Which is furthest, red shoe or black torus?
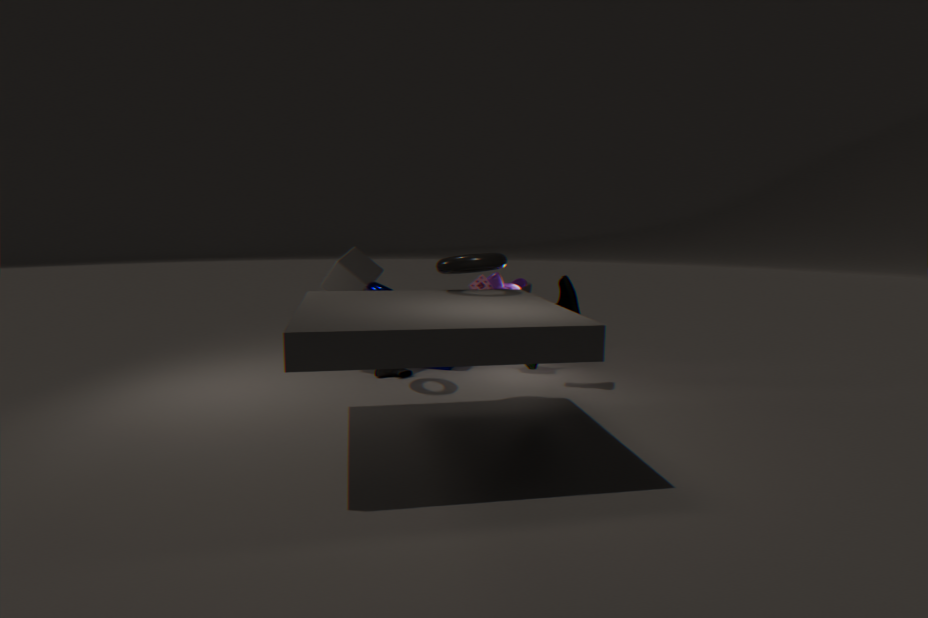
red shoe
